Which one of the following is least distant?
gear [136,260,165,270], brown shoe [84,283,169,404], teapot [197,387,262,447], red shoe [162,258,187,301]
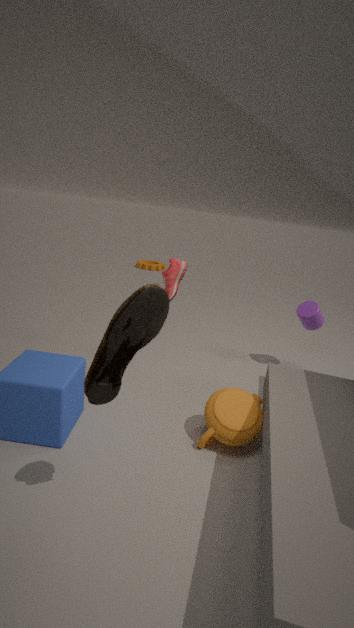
brown shoe [84,283,169,404]
